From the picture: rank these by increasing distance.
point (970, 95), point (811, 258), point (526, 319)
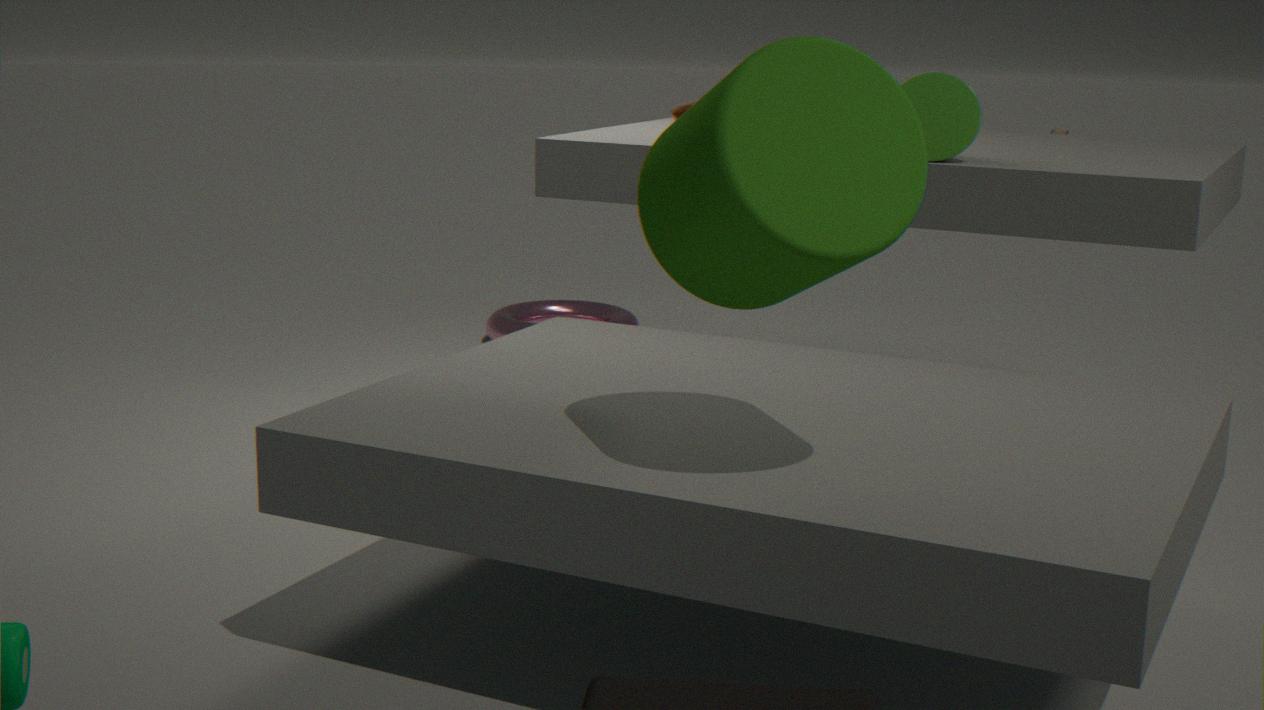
point (811, 258)
point (970, 95)
point (526, 319)
